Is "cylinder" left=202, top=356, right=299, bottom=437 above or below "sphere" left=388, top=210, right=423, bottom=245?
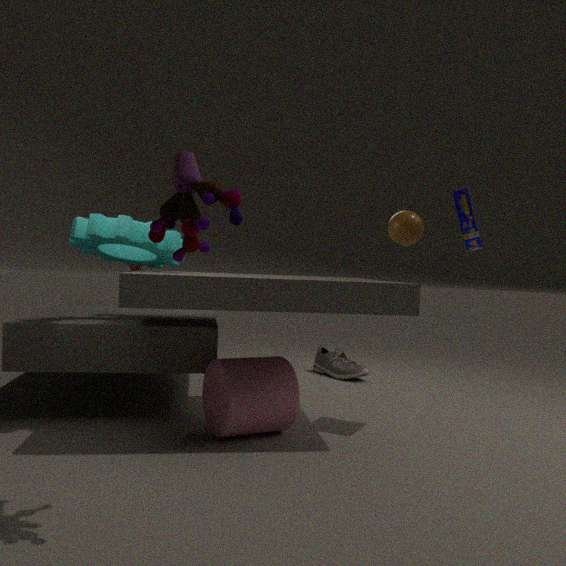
below
